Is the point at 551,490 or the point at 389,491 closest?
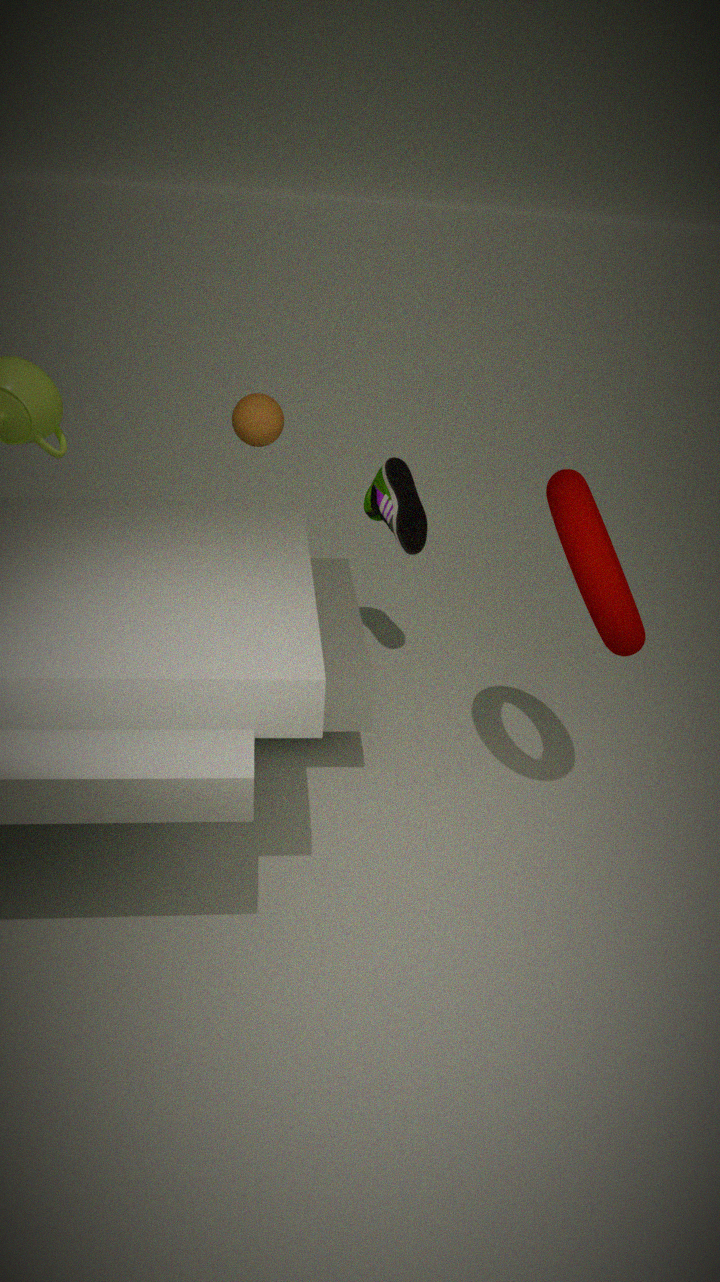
the point at 551,490
